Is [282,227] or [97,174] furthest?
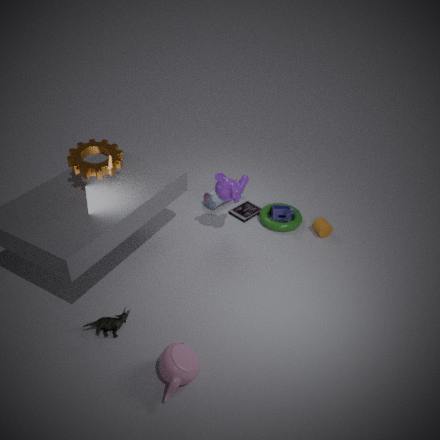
[282,227]
